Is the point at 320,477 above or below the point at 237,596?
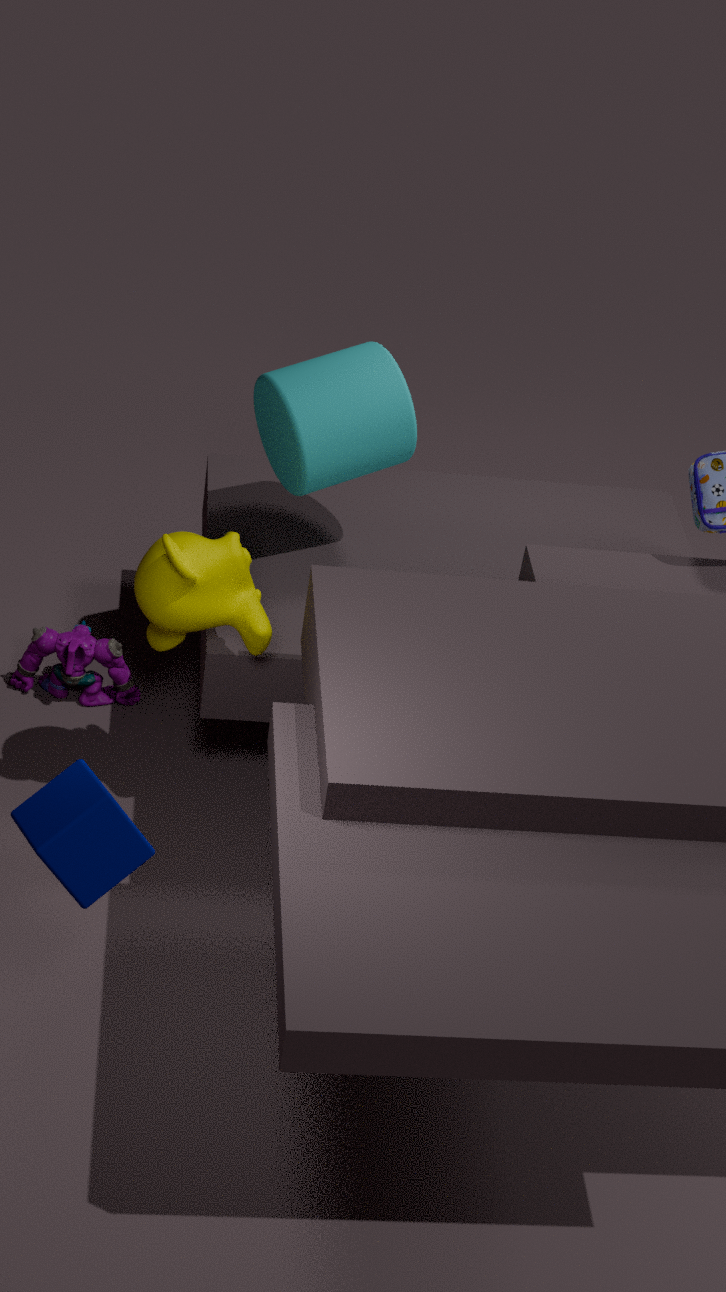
above
